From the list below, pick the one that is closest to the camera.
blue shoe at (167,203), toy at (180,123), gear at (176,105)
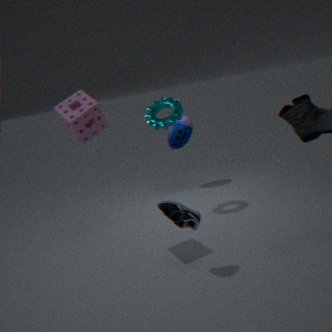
blue shoe at (167,203)
